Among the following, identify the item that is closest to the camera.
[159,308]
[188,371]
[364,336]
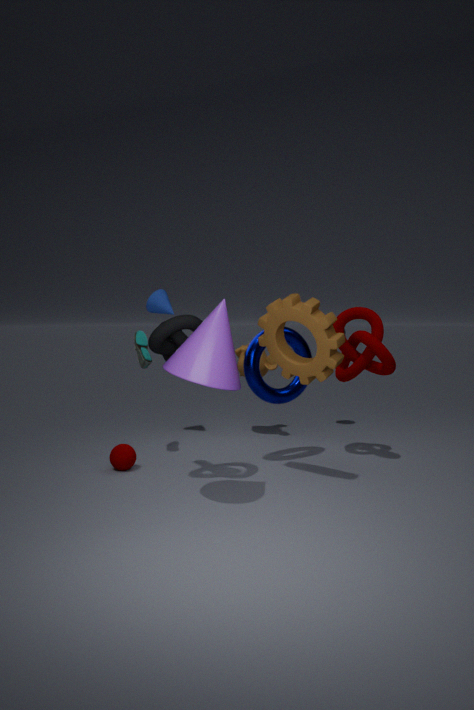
[188,371]
